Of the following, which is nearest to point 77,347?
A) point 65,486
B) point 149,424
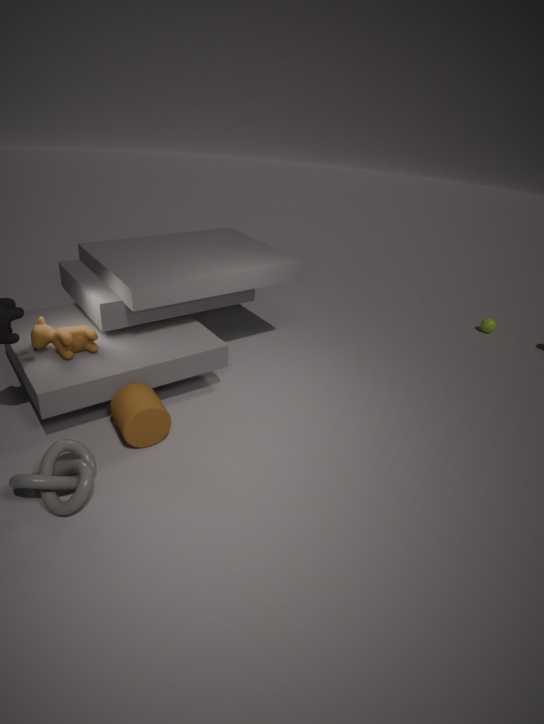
point 149,424
